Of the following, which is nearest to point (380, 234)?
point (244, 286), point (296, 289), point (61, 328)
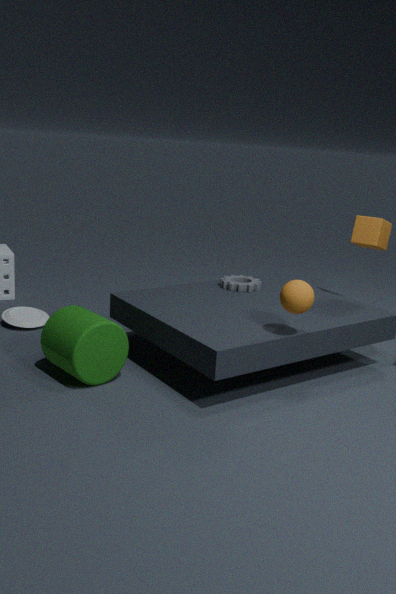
point (244, 286)
